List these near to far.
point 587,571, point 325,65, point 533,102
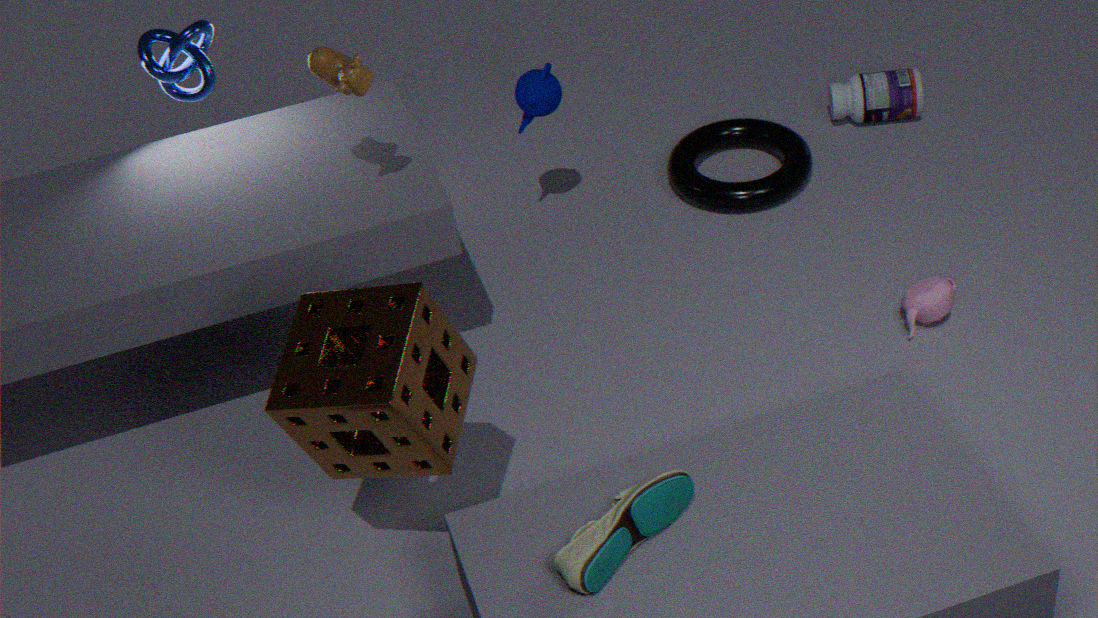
point 587,571
point 325,65
point 533,102
